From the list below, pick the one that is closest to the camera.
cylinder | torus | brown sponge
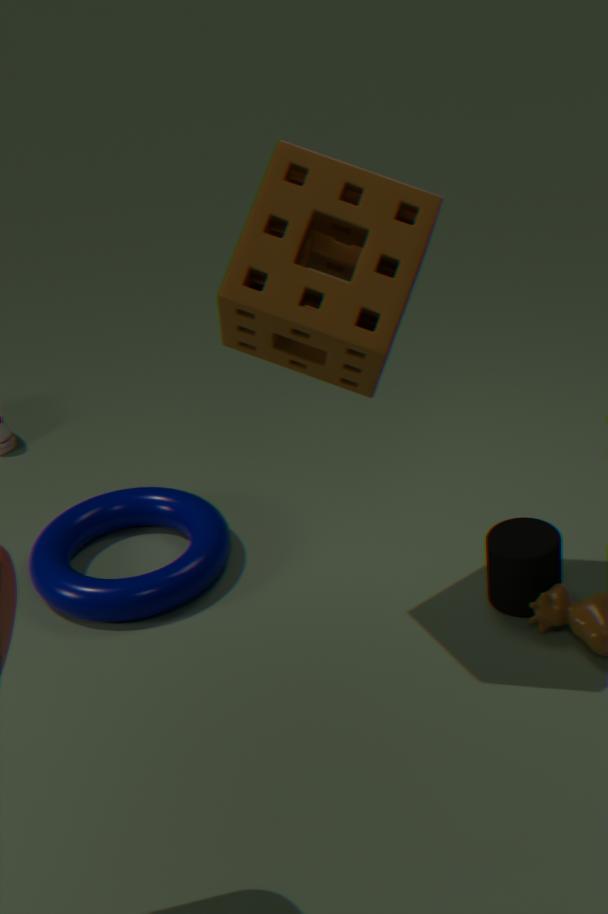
brown sponge
